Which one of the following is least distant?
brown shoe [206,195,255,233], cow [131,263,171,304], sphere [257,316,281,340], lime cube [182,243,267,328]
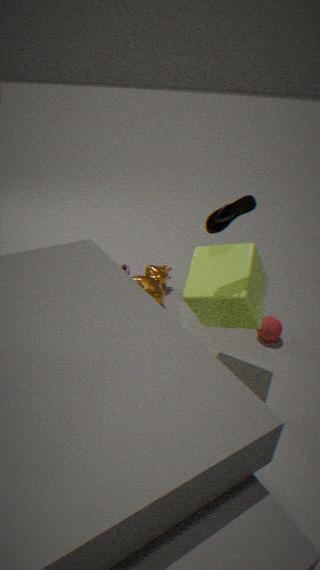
brown shoe [206,195,255,233]
